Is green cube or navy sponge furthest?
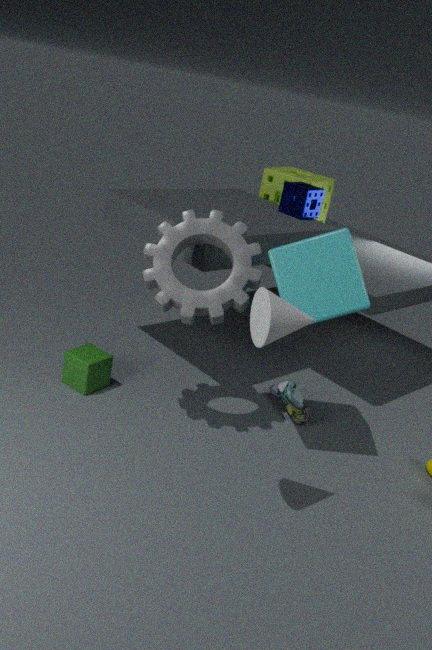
navy sponge
